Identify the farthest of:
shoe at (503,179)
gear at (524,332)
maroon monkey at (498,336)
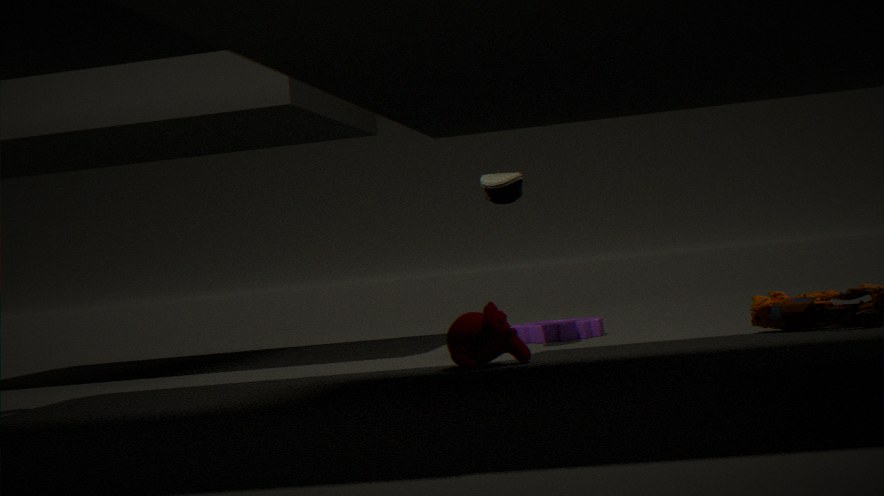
gear at (524,332)
